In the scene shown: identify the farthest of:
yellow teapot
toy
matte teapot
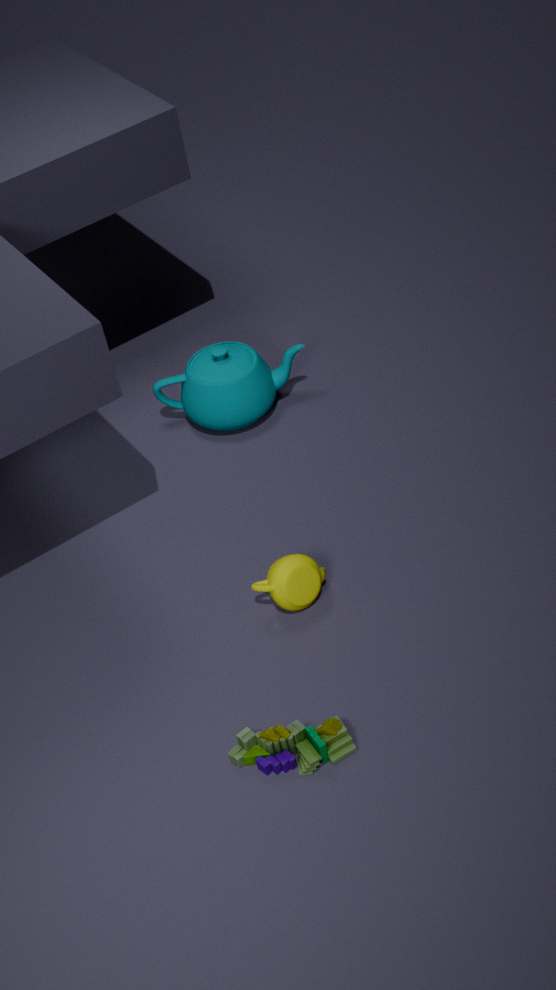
matte teapot
